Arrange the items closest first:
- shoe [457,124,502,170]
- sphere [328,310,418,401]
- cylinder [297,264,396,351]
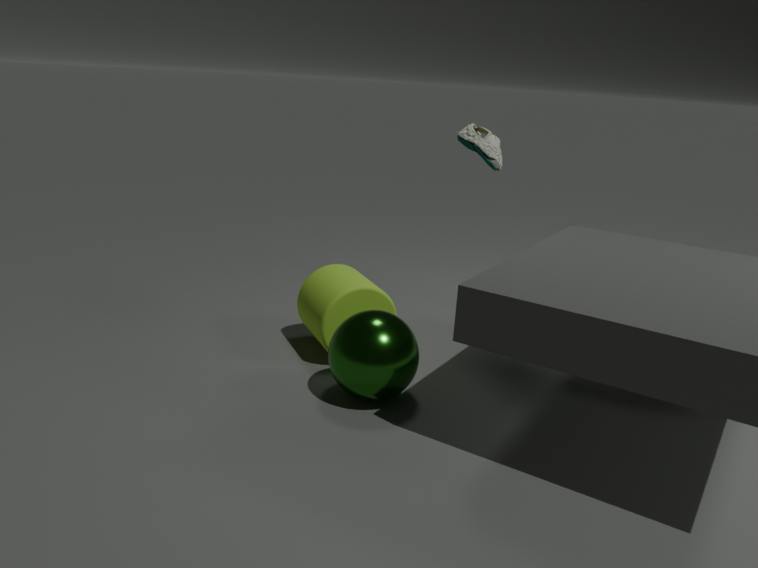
sphere [328,310,418,401]
shoe [457,124,502,170]
cylinder [297,264,396,351]
